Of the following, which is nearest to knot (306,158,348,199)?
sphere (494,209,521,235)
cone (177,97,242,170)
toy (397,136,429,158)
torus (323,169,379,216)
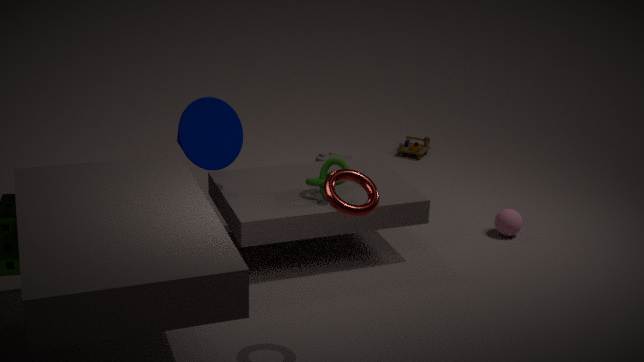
cone (177,97,242,170)
